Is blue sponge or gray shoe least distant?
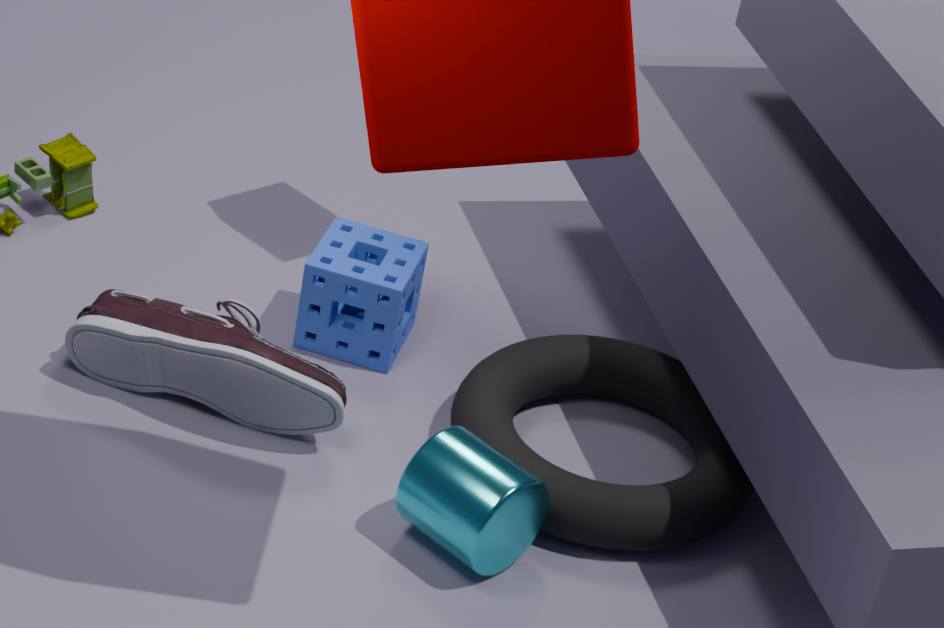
gray shoe
